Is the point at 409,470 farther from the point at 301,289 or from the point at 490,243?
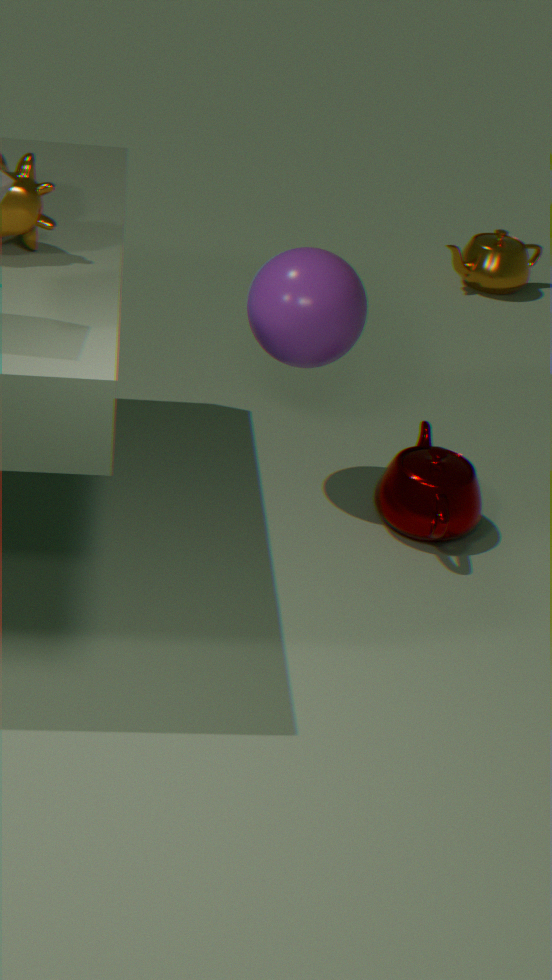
the point at 490,243
